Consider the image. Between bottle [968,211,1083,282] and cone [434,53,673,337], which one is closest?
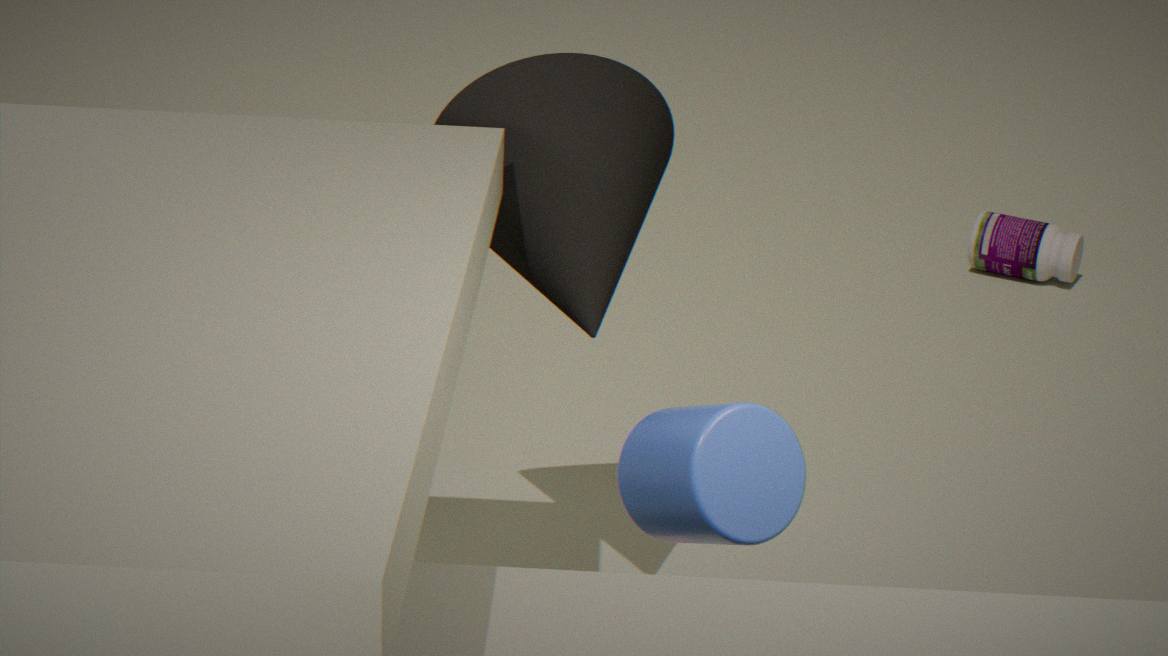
cone [434,53,673,337]
